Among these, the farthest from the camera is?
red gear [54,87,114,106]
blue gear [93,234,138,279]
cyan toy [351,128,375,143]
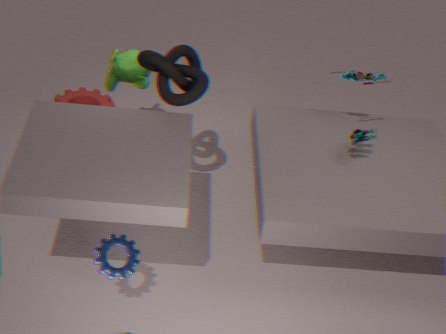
red gear [54,87,114,106]
